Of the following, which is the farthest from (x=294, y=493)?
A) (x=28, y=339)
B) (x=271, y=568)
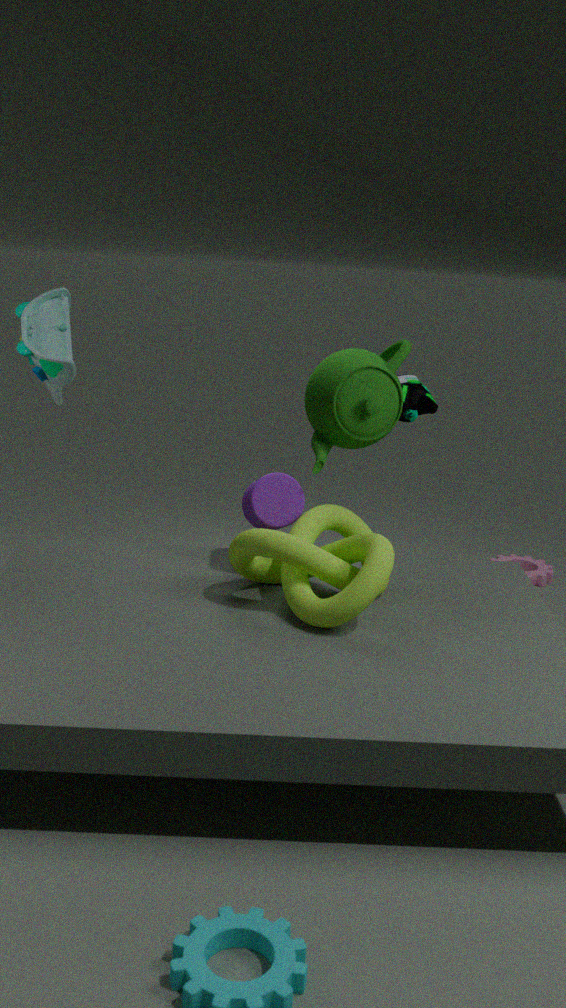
(x=28, y=339)
